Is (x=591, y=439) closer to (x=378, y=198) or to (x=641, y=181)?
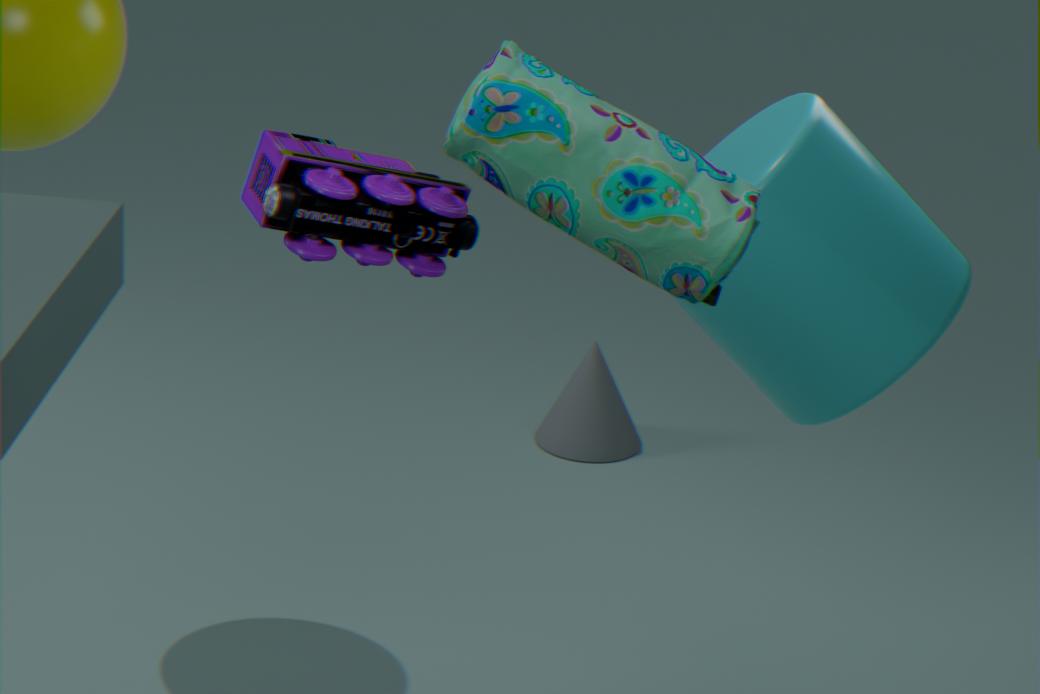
(x=378, y=198)
